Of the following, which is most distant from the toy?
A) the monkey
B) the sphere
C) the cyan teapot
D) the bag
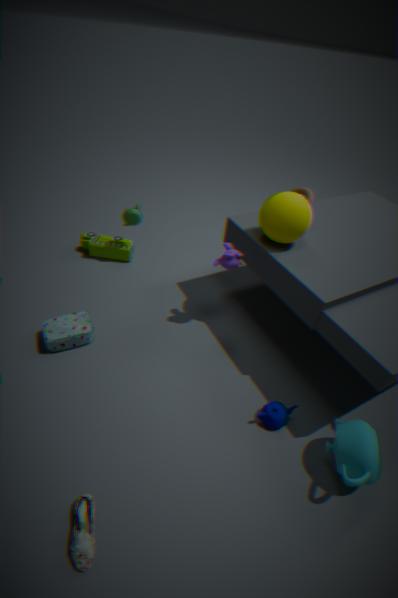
the cyan teapot
